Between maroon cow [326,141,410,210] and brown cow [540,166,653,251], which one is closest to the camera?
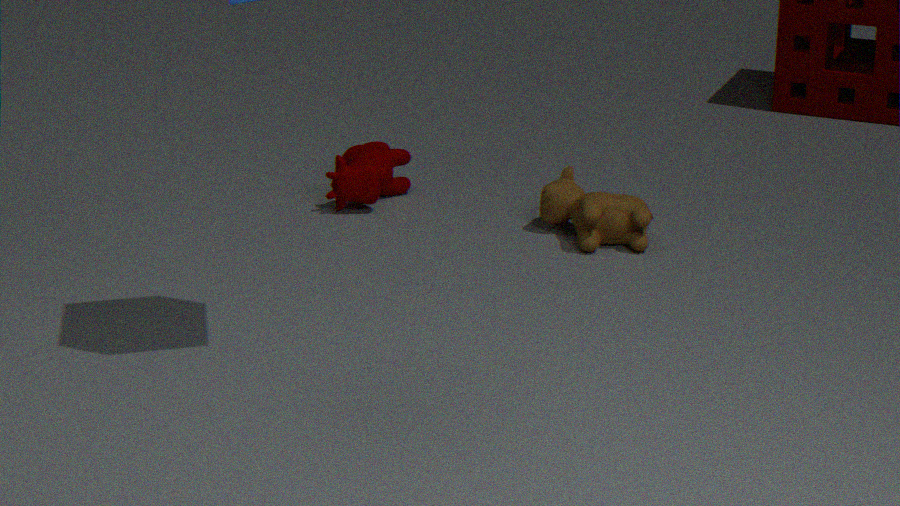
brown cow [540,166,653,251]
